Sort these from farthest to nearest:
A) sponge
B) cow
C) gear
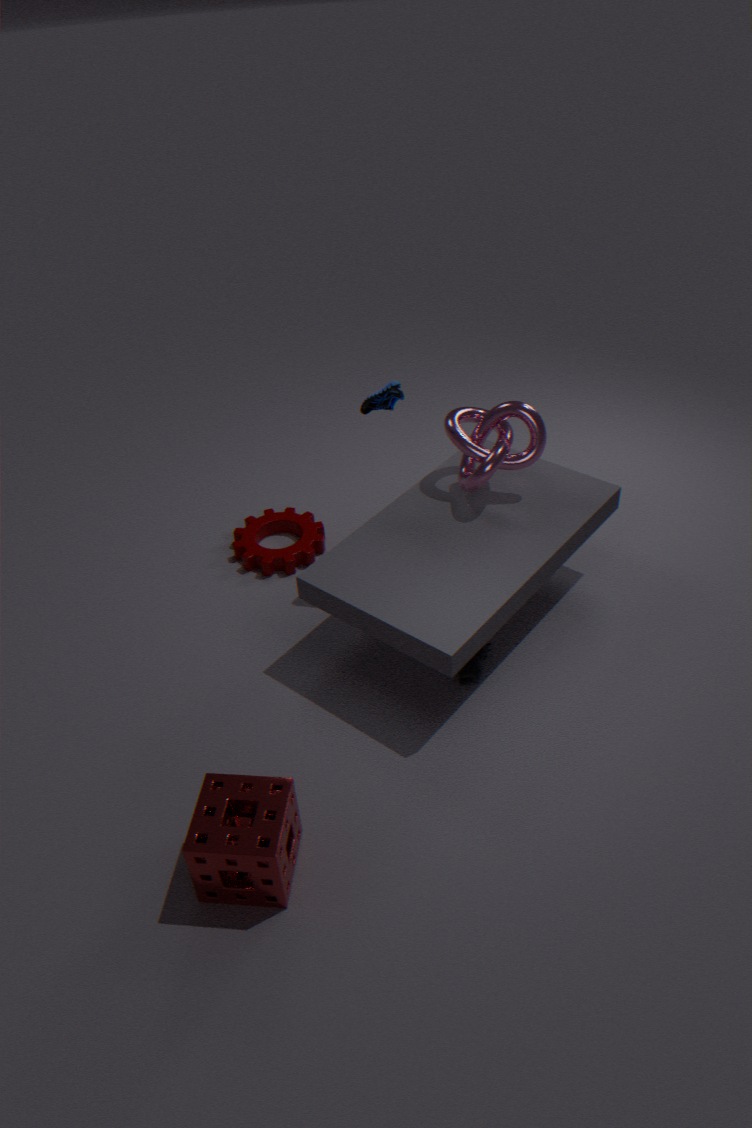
1. gear
2. cow
3. sponge
